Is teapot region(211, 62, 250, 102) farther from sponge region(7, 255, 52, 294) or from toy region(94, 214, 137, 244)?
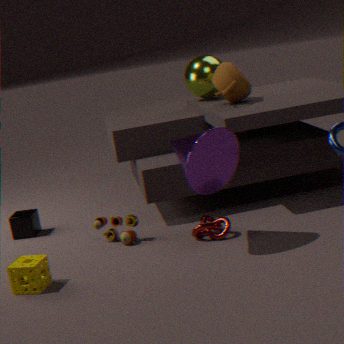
sponge region(7, 255, 52, 294)
